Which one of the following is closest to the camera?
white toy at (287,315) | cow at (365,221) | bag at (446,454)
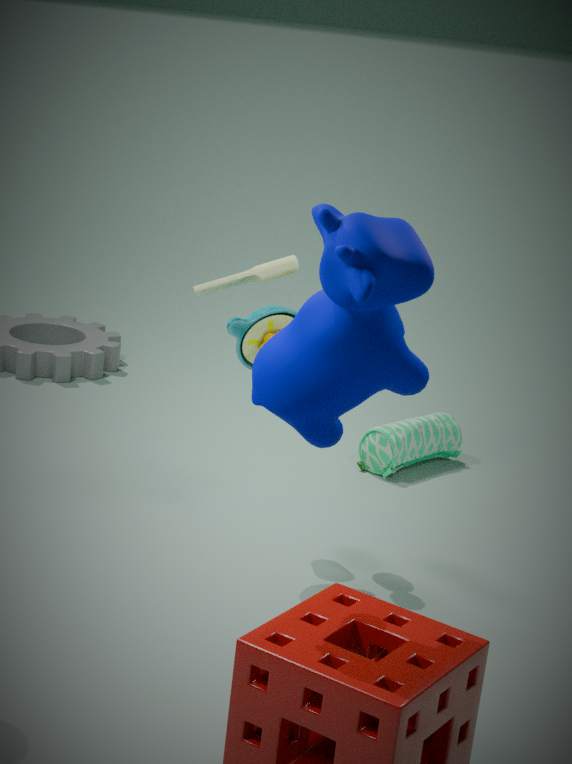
cow at (365,221)
